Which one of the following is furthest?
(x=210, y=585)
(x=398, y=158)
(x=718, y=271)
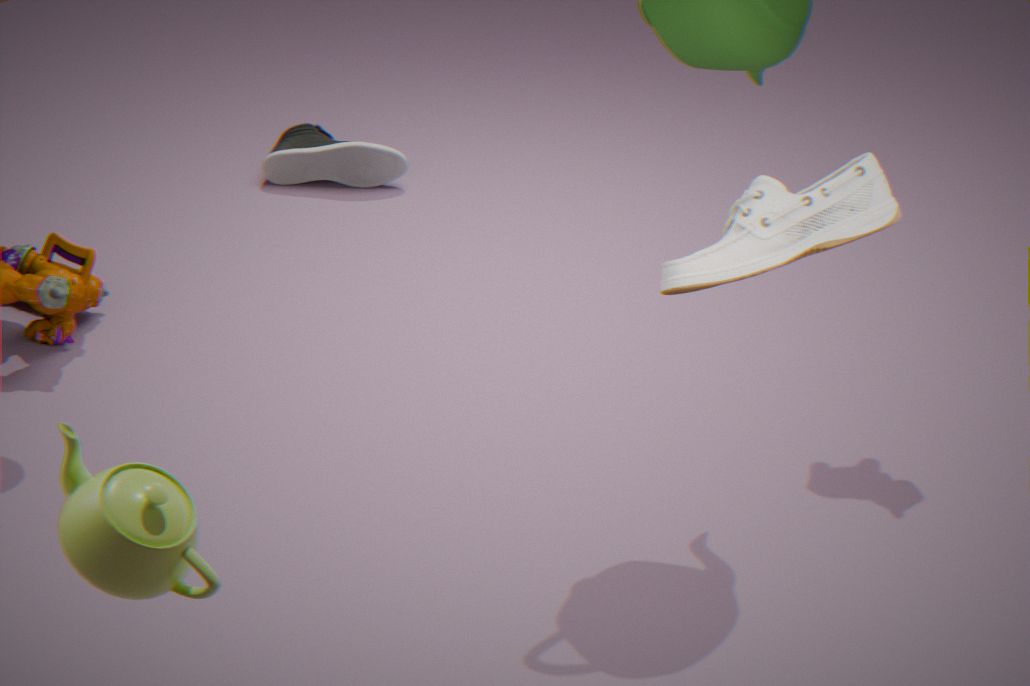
(x=398, y=158)
